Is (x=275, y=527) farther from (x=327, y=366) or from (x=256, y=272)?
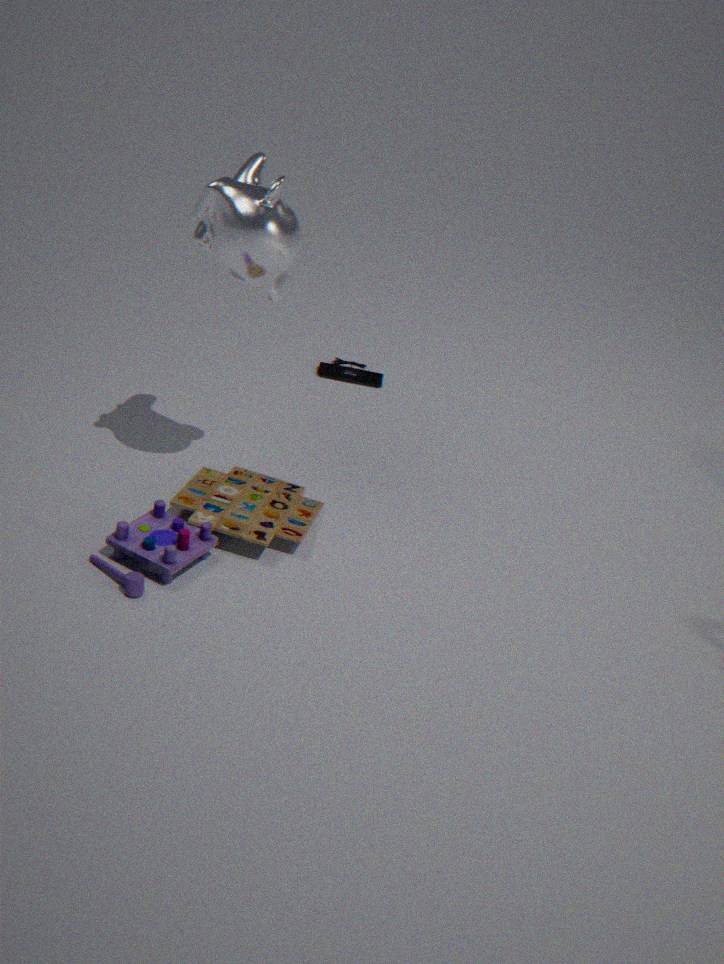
(x=327, y=366)
